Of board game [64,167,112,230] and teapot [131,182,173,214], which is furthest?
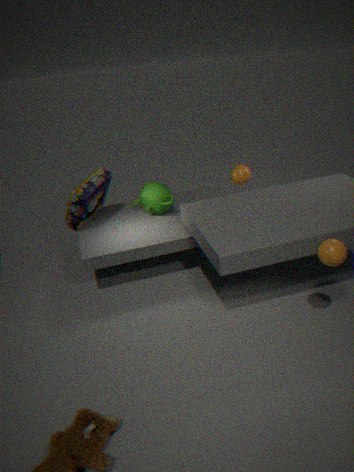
teapot [131,182,173,214]
